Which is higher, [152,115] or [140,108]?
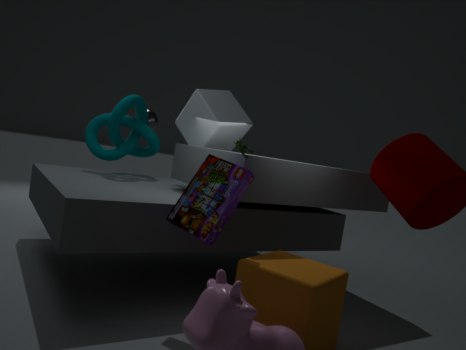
[152,115]
